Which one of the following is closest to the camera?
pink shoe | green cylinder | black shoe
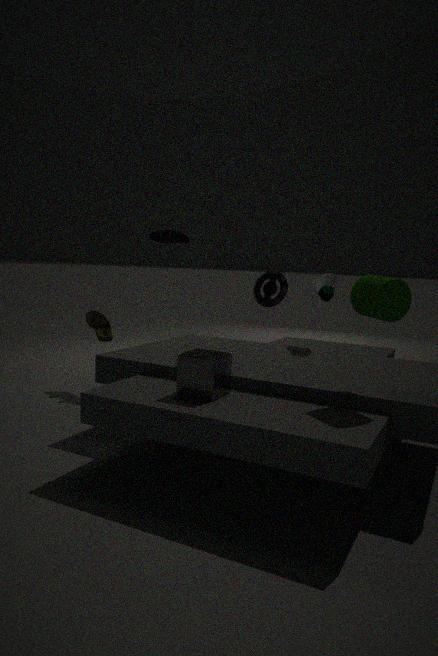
green cylinder
